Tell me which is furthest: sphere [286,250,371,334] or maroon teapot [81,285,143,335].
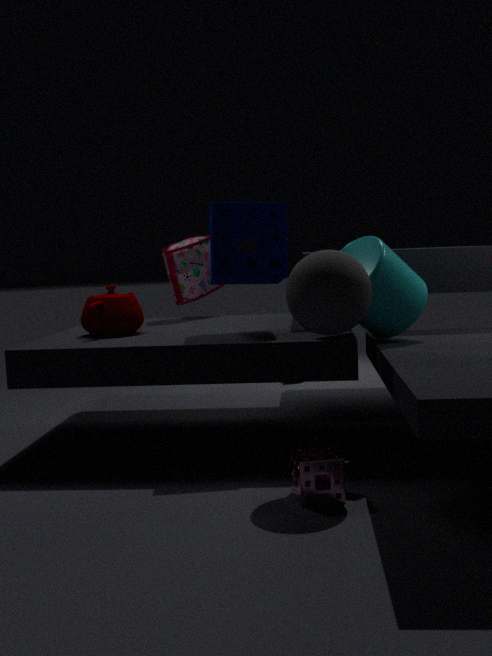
maroon teapot [81,285,143,335]
